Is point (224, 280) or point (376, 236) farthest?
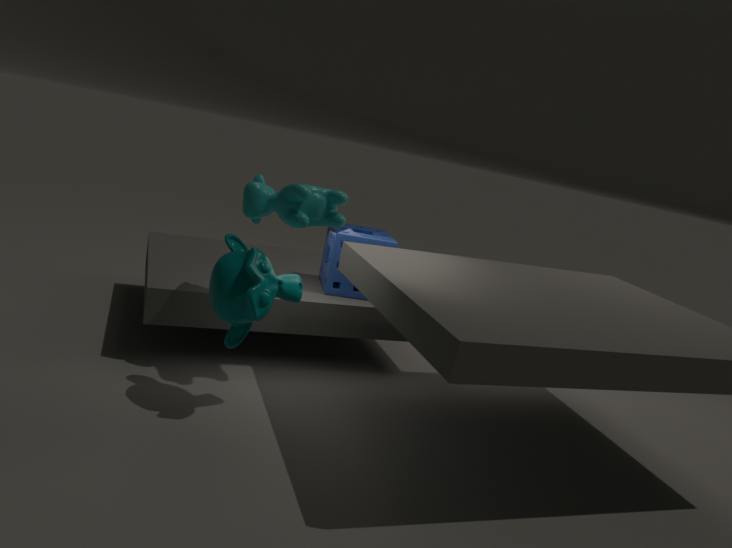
point (376, 236)
